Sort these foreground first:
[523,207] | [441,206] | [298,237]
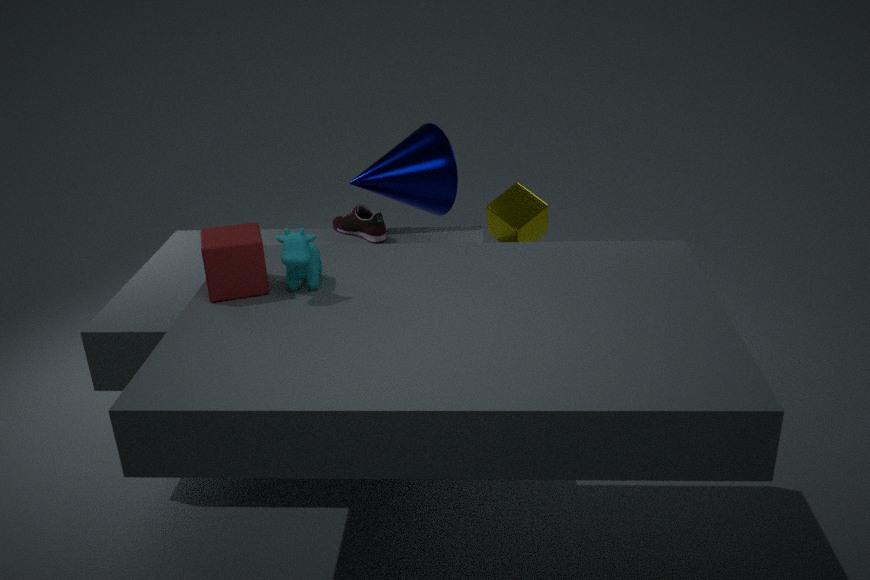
[298,237]
[523,207]
[441,206]
